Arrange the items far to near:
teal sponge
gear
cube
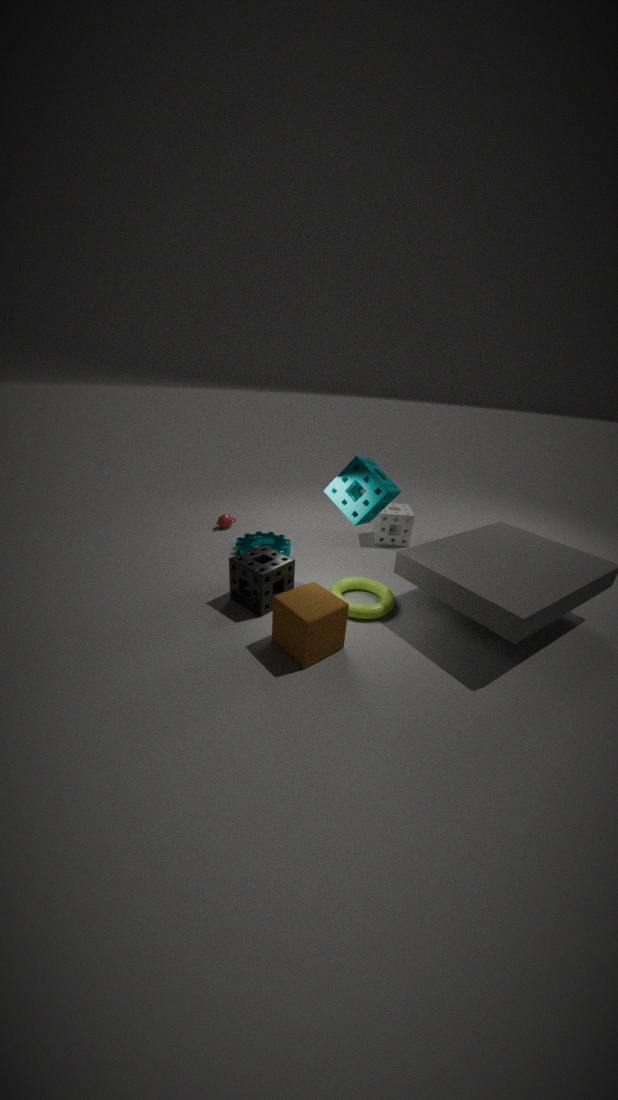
gear
teal sponge
cube
